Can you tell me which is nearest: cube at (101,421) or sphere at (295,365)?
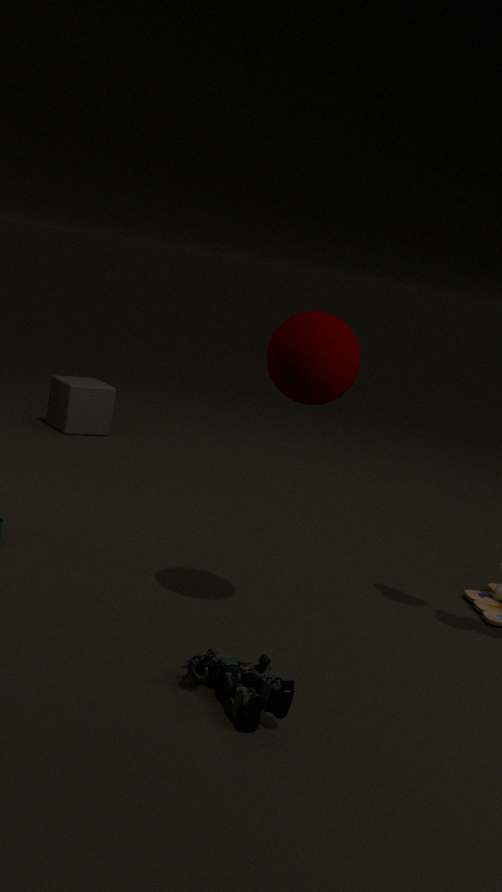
sphere at (295,365)
